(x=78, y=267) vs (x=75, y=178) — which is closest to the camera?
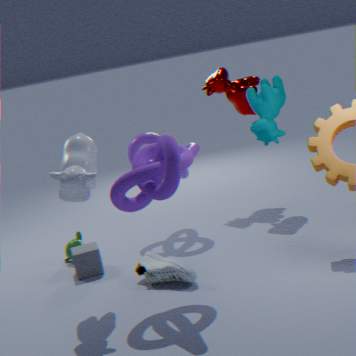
(x=75, y=178)
